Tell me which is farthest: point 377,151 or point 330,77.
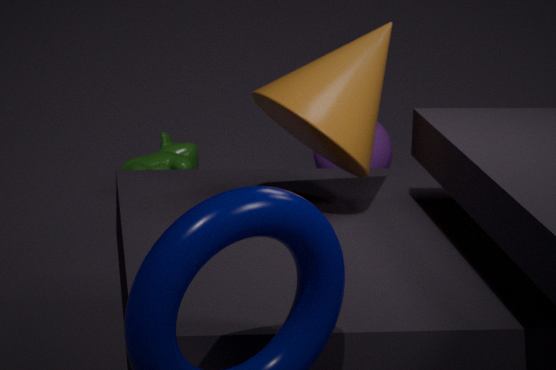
point 377,151
